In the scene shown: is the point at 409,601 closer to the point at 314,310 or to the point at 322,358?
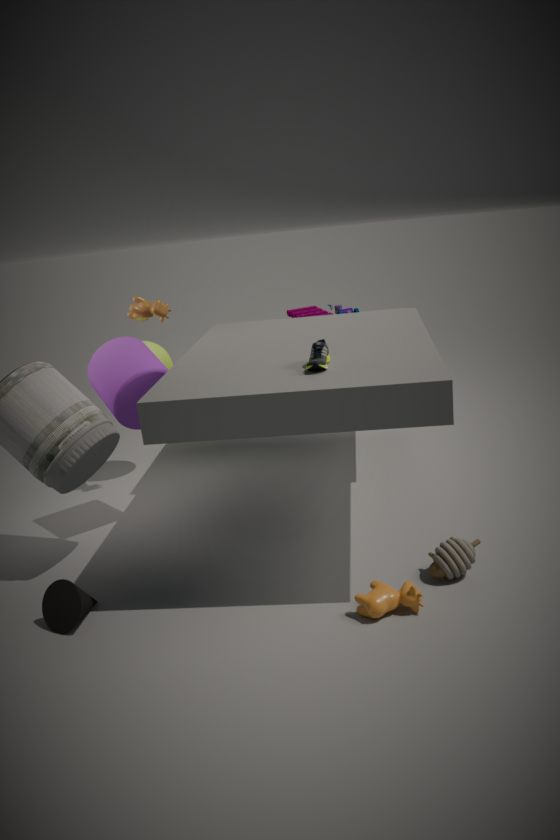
the point at 322,358
